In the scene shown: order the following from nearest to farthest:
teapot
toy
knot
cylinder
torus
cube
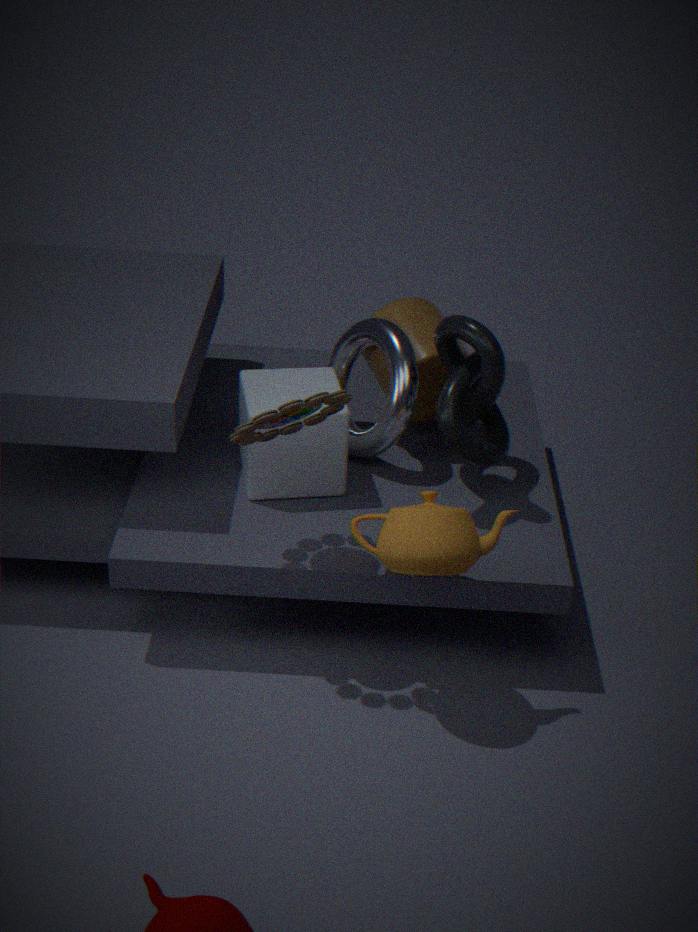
teapot
toy
knot
cube
torus
cylinder
